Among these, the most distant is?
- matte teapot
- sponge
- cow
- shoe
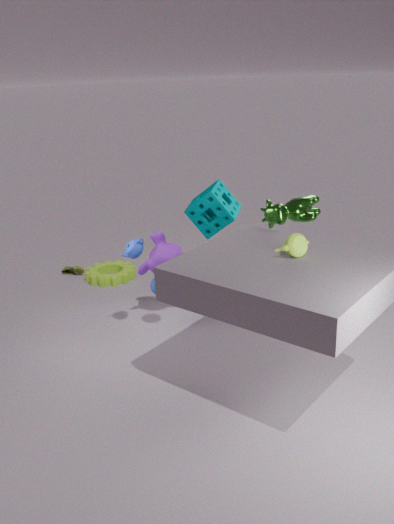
shoe
